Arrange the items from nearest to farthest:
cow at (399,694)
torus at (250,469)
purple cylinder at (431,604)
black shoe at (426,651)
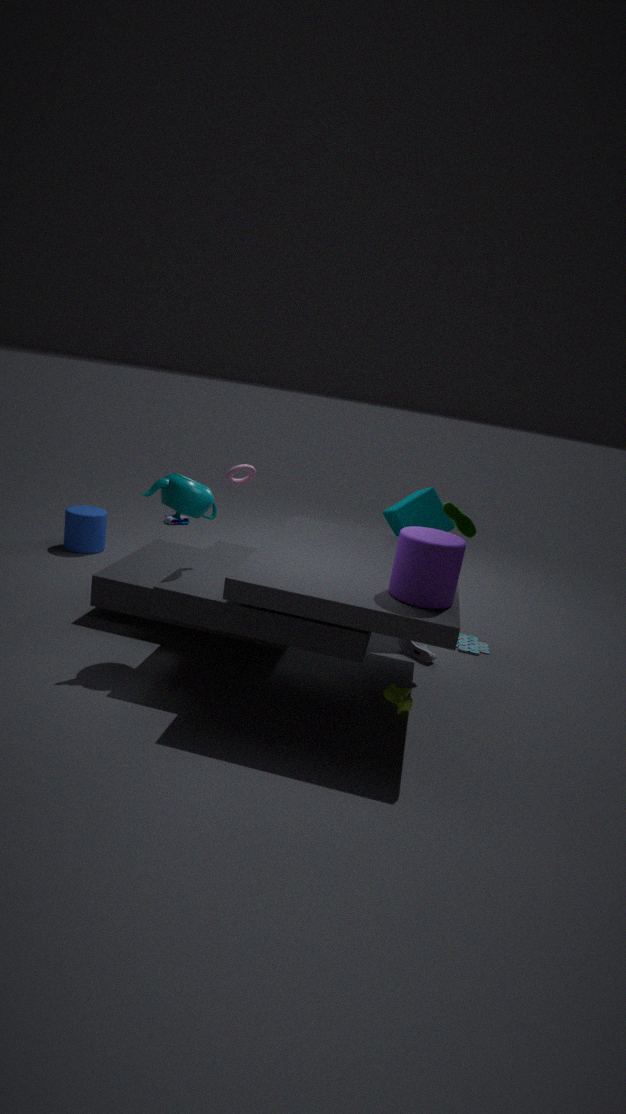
purple cylinder at (431,604) → cow at (399,694) → black shoe at (426,651) → torus at (250,469)
